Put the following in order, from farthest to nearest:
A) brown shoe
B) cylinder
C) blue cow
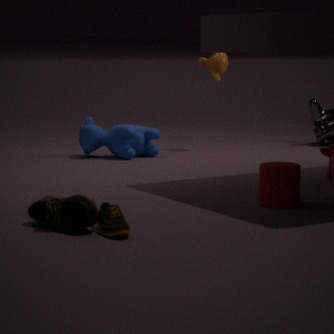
blue cow < cylinder < brown shoe
